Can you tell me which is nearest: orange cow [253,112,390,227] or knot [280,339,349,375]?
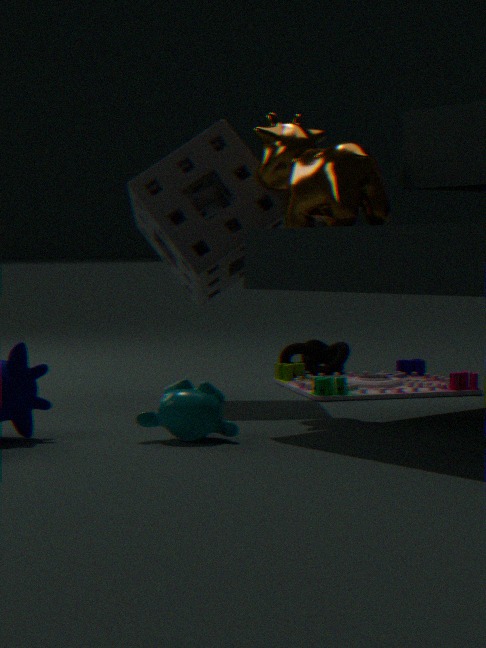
orange cow [253,112,390,227]
